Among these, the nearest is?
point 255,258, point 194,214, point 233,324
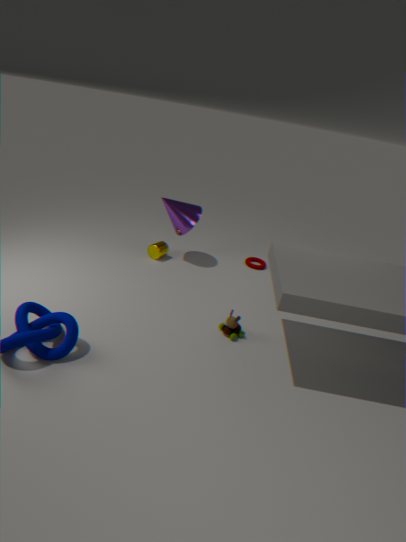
point 233,324
